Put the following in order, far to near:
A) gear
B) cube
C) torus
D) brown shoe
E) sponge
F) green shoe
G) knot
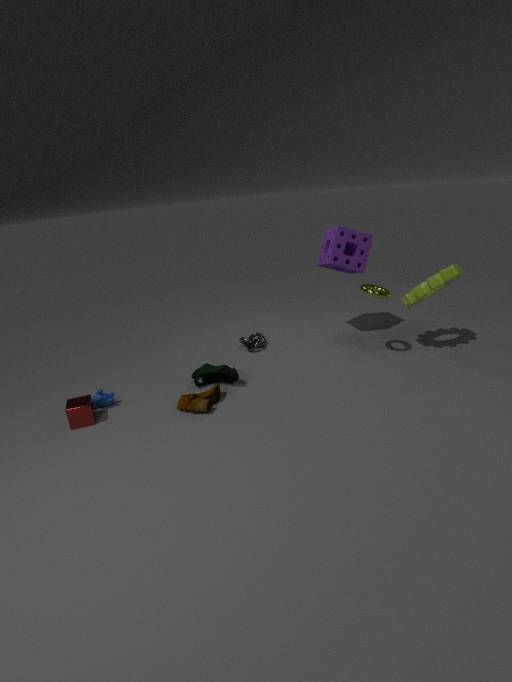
1. knot
2. sponge
3. green shoe
4. torus
5. gear
6. brown shoe
7. cube
